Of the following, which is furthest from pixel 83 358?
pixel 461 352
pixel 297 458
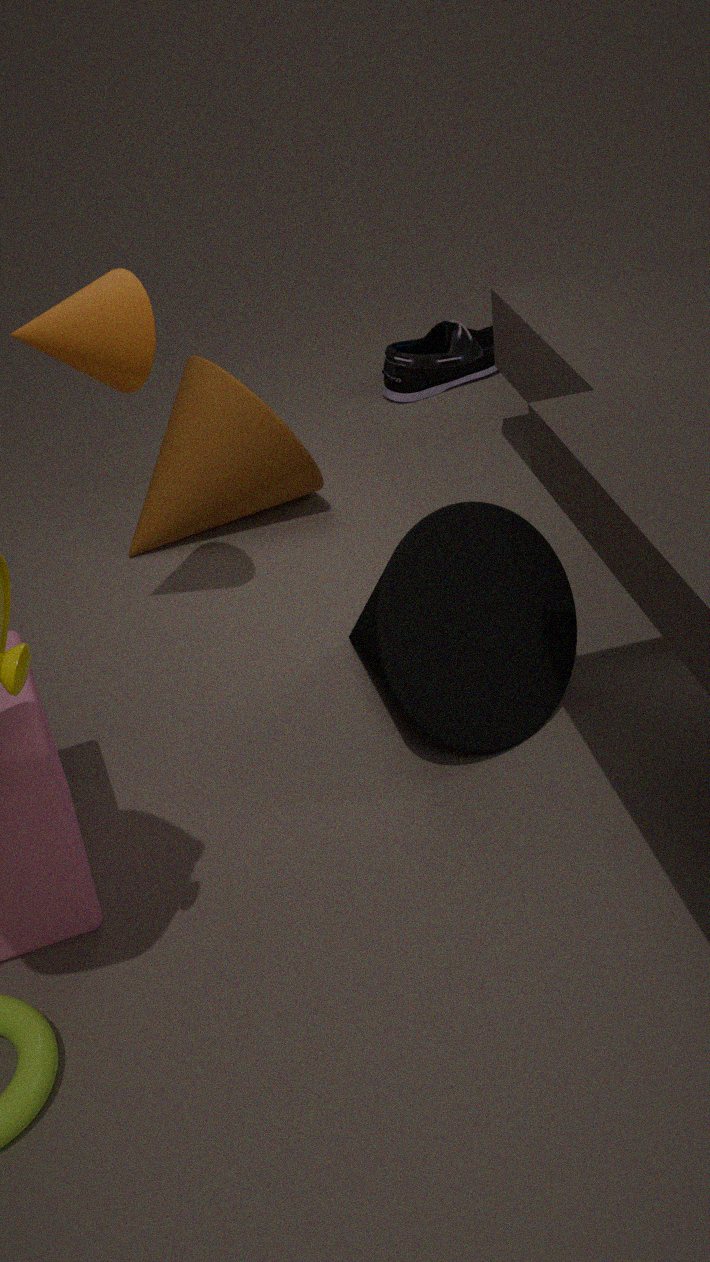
pixel 461 352
